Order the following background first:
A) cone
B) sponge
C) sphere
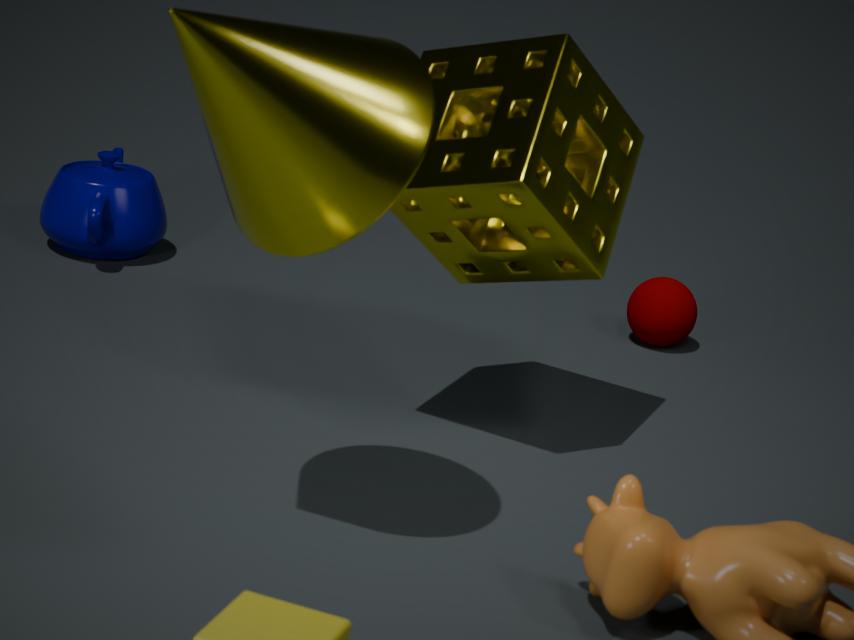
1. sphere
2. sponge
3. cone
